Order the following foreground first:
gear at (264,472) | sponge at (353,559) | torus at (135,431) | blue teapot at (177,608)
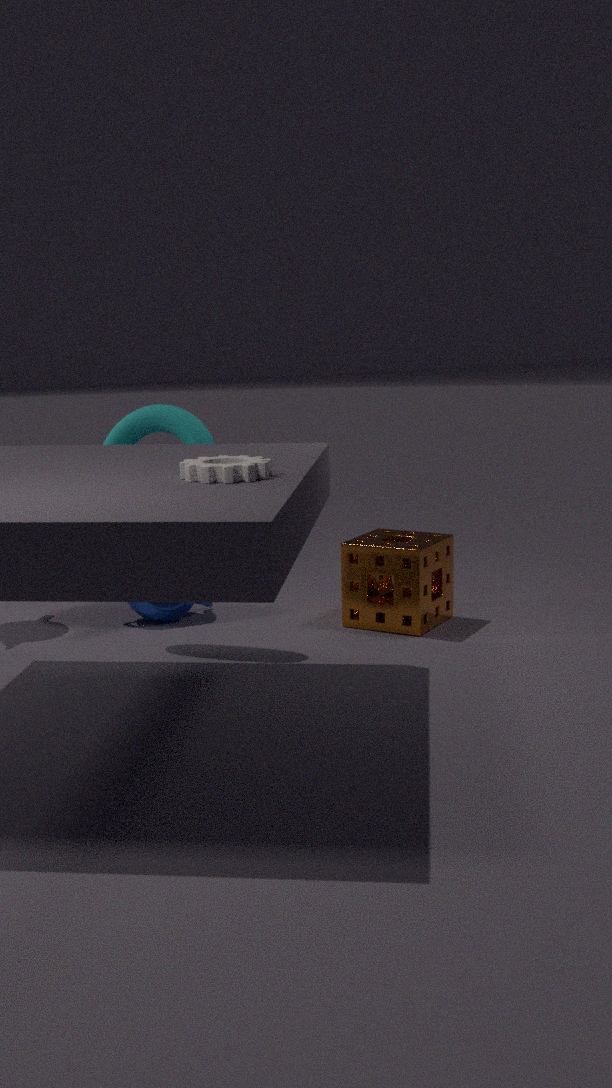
gear at (264,472), torus at (135,431), sponge at (353,559), blue teapot at (177,608)
